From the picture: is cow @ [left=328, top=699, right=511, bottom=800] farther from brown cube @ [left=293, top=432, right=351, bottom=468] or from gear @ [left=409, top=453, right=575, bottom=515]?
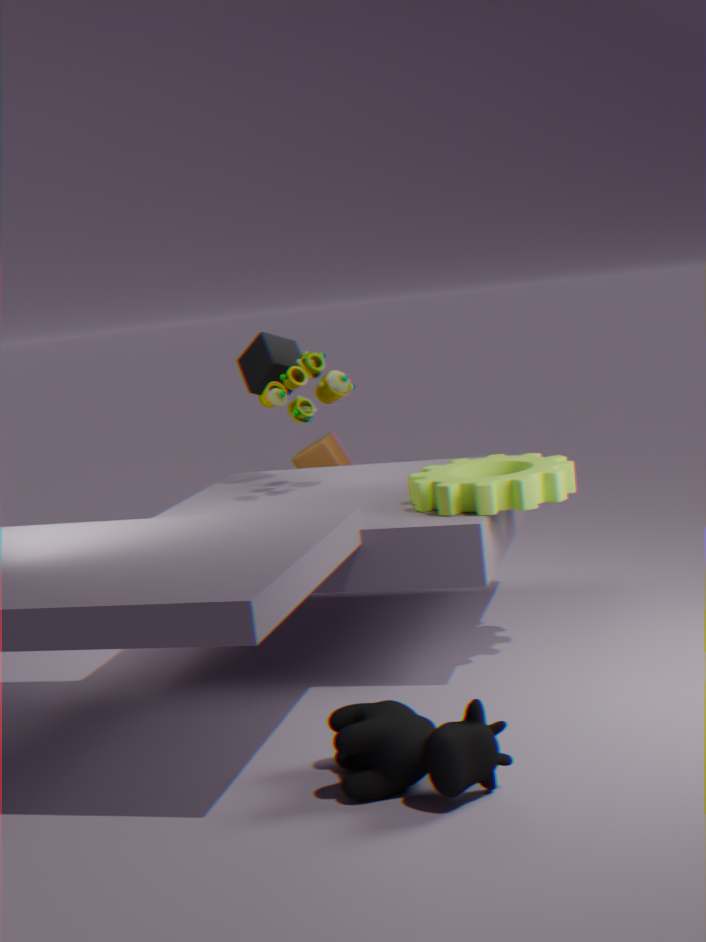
brown cube @ [left=293, top=432, right=351, bottom=468]
